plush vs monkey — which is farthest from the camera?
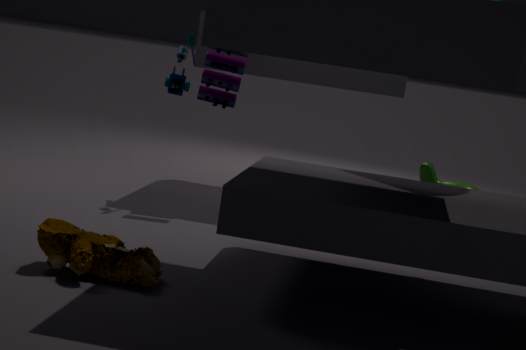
monkey
